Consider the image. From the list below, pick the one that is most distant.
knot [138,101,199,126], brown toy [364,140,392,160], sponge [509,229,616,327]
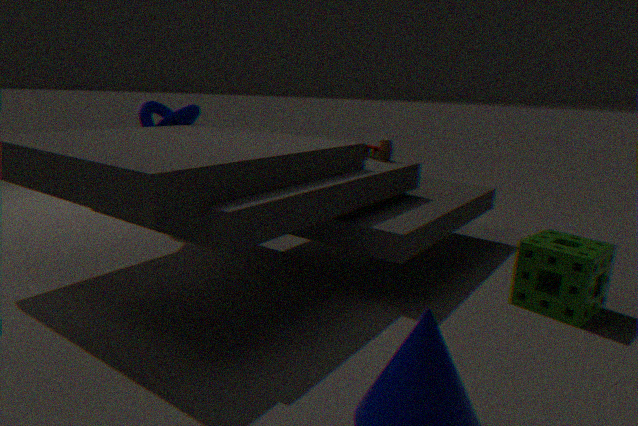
knot [138,101,199,126]
